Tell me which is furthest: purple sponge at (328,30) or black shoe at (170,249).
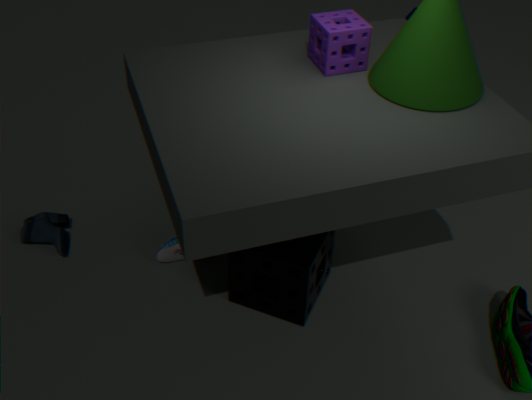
black shoe at (170,249)
